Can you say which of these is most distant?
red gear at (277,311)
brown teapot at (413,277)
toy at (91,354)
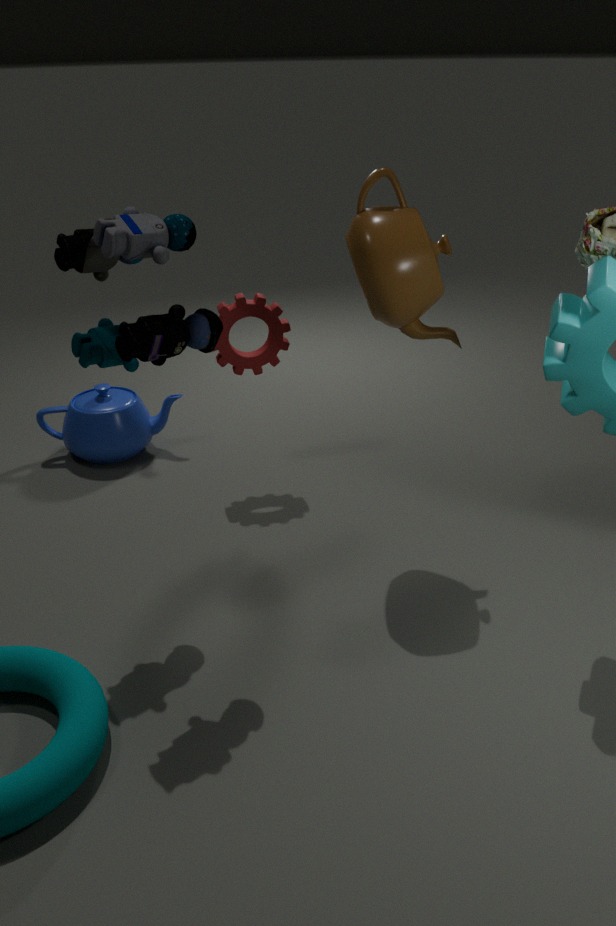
red gear at (277,311)
